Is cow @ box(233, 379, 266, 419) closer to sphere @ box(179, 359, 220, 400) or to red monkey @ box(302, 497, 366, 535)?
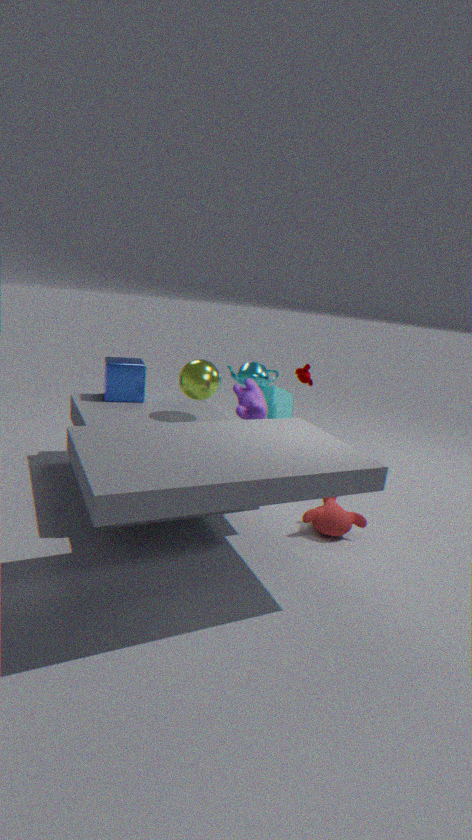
sphere @ box(179, 359, 220, 400)
